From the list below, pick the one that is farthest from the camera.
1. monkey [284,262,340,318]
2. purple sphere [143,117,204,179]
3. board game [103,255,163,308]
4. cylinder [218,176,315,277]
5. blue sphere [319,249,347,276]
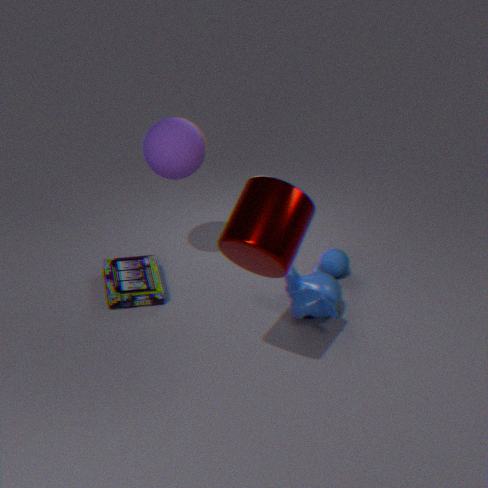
blue sphere [319,249,347,276]
